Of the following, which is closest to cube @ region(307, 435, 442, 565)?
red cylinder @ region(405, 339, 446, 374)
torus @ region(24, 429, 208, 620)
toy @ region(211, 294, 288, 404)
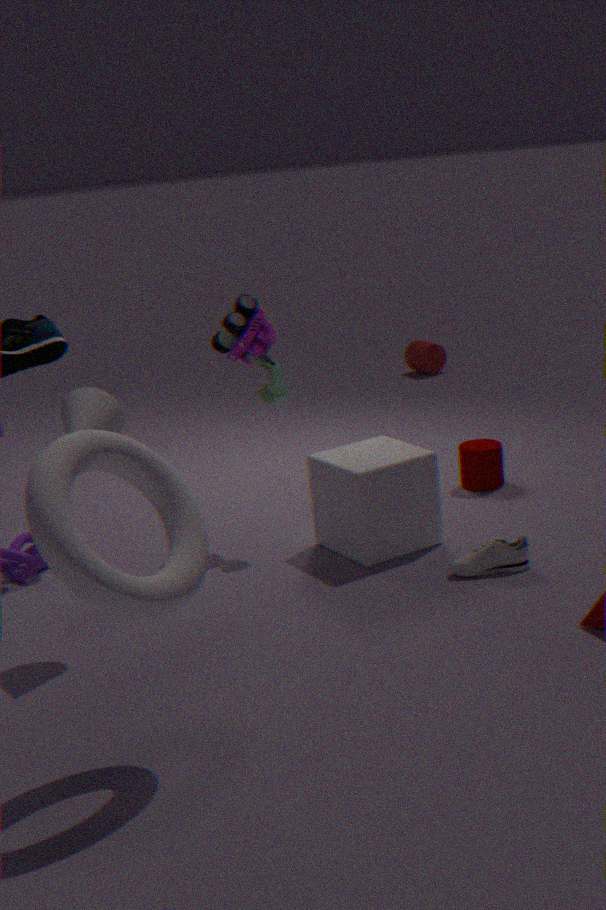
toy @ region(211, 294, 288, 404)
